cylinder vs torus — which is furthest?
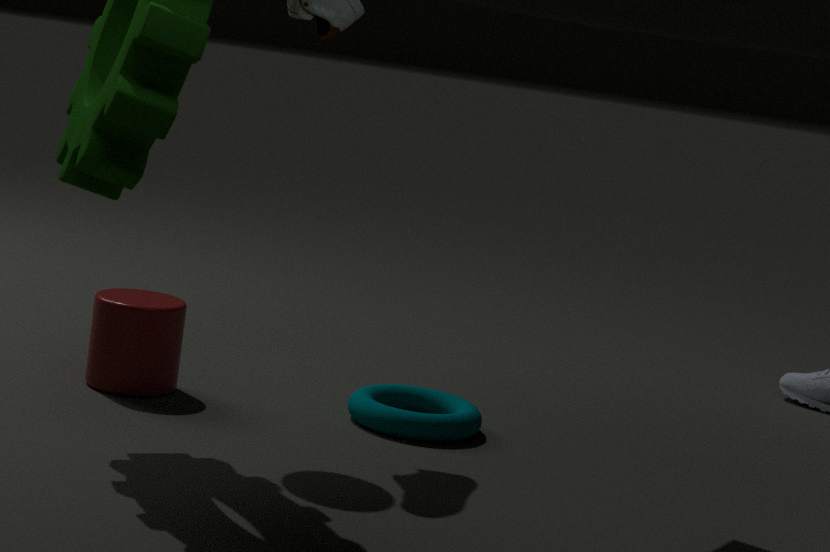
cylinder
